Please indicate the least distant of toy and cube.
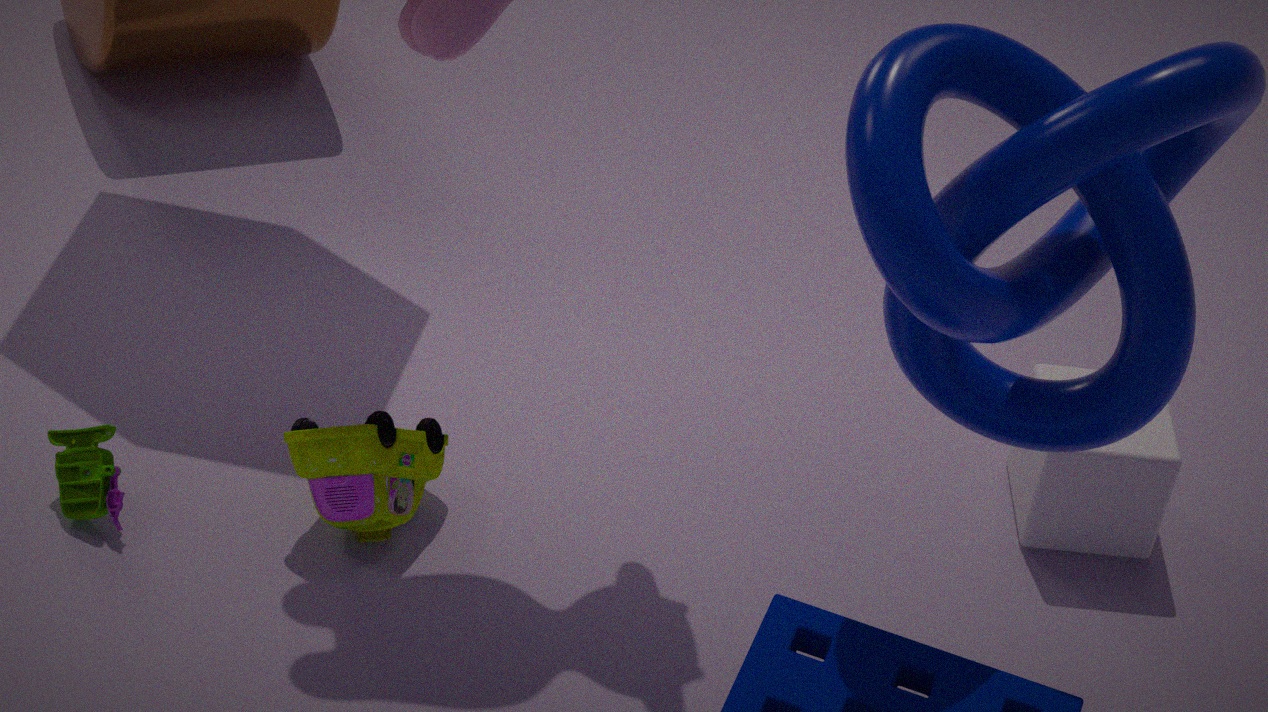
toy
